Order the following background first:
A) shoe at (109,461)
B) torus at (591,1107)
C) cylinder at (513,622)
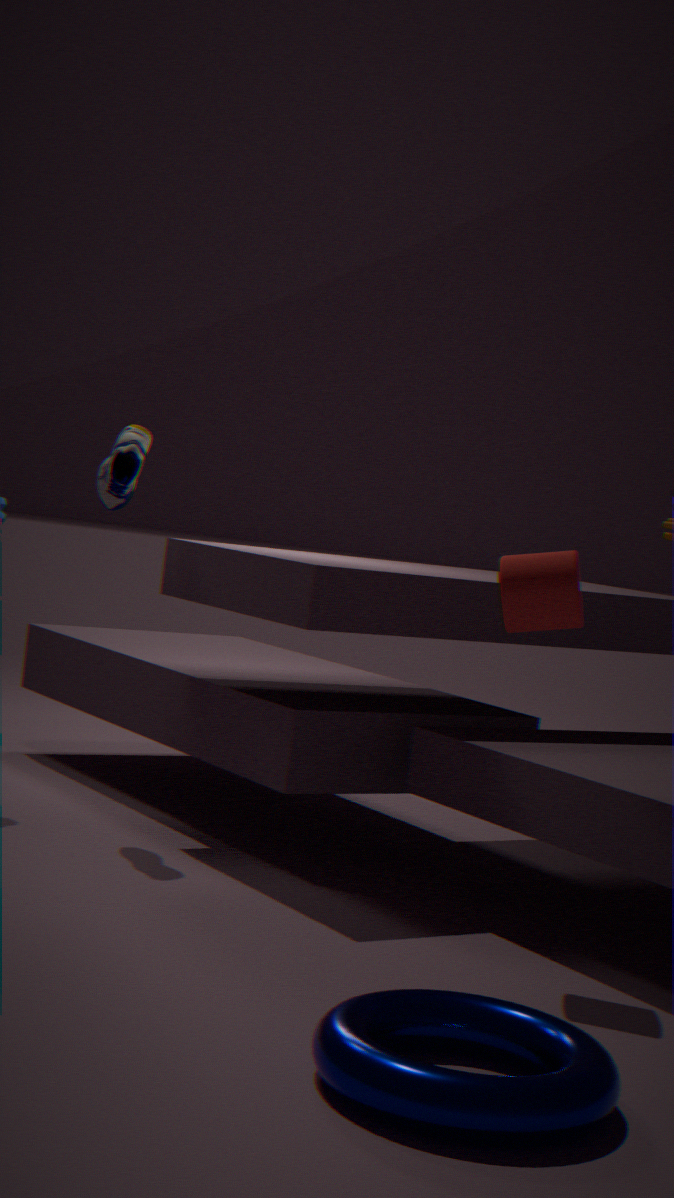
shoe at (109,461)
cylinder at (513,622)
torus at (591,1107)
